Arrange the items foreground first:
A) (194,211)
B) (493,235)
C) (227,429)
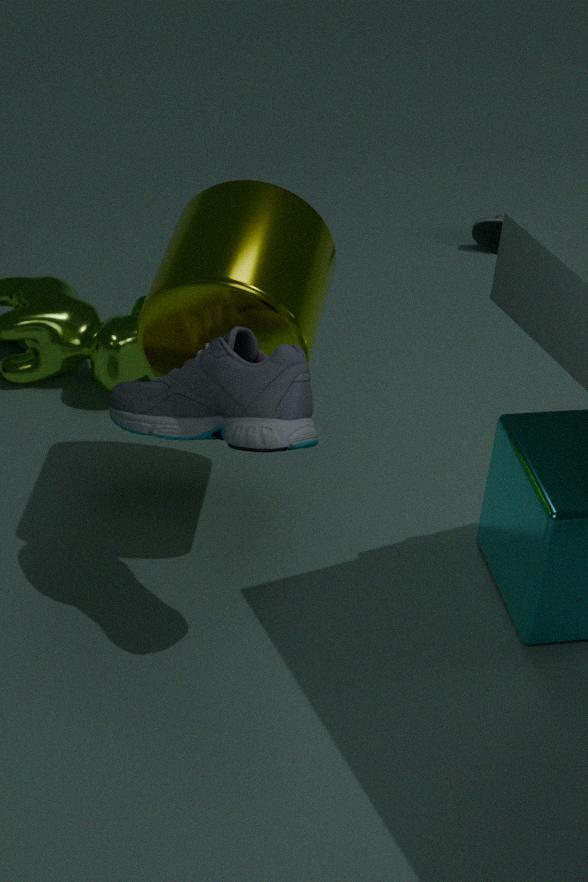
(227,429), (194,211), (493,235)
